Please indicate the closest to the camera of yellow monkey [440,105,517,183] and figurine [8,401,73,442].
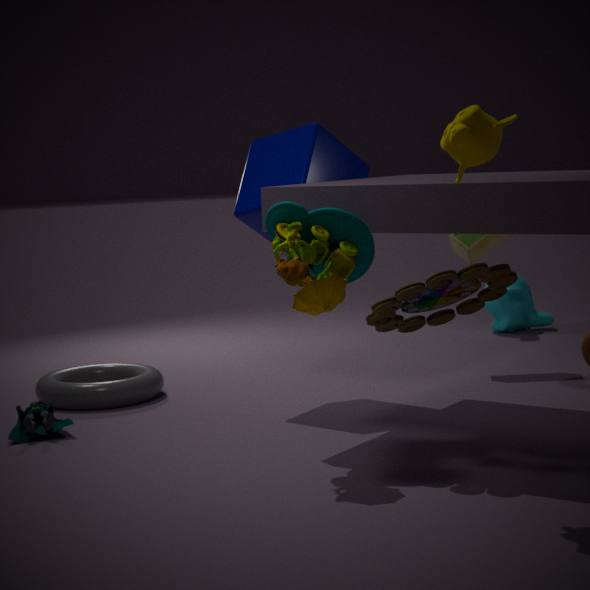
yellow monkey [440,105,517,183]
